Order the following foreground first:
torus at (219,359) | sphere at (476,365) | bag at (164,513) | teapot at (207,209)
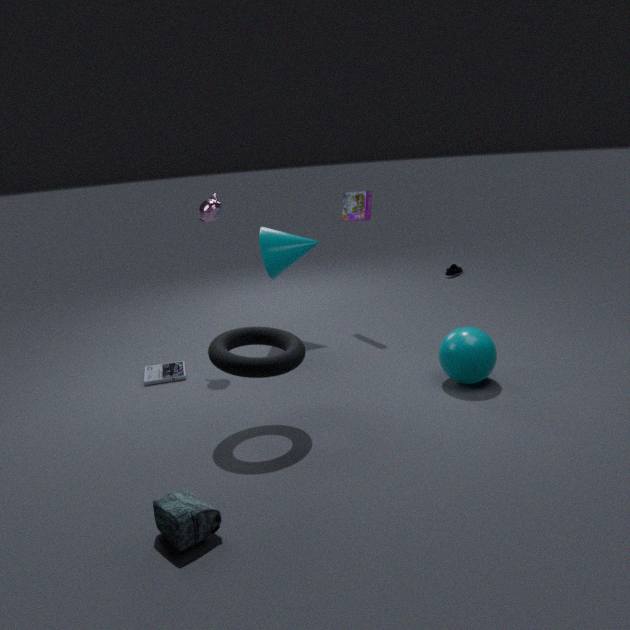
bag at (164,513)
torus at (219,359)
sphere at (476,365)
teapot at (207,209)
